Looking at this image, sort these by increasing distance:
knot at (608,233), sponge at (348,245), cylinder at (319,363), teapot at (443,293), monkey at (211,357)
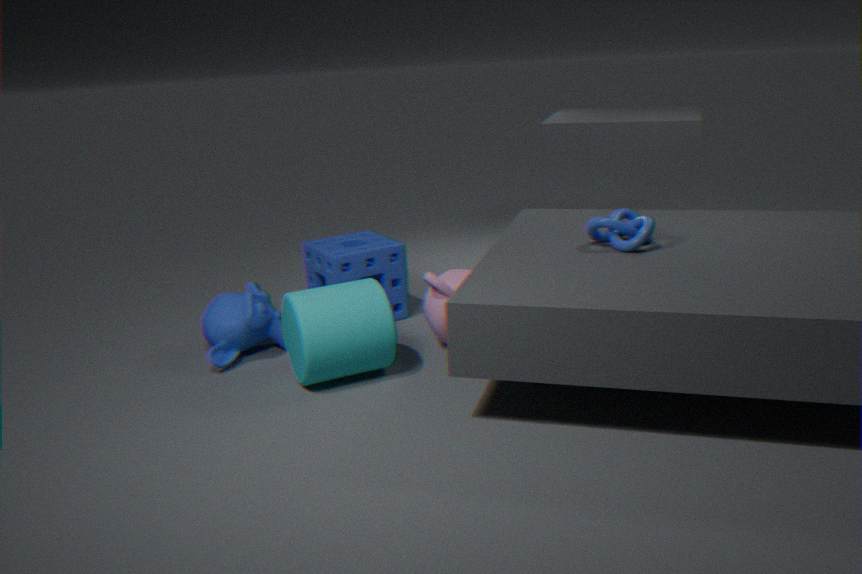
cylinder at (319,363), knot at (608,233), teapot at (443,293), monkey at (211,357), sponge at (348,245)
